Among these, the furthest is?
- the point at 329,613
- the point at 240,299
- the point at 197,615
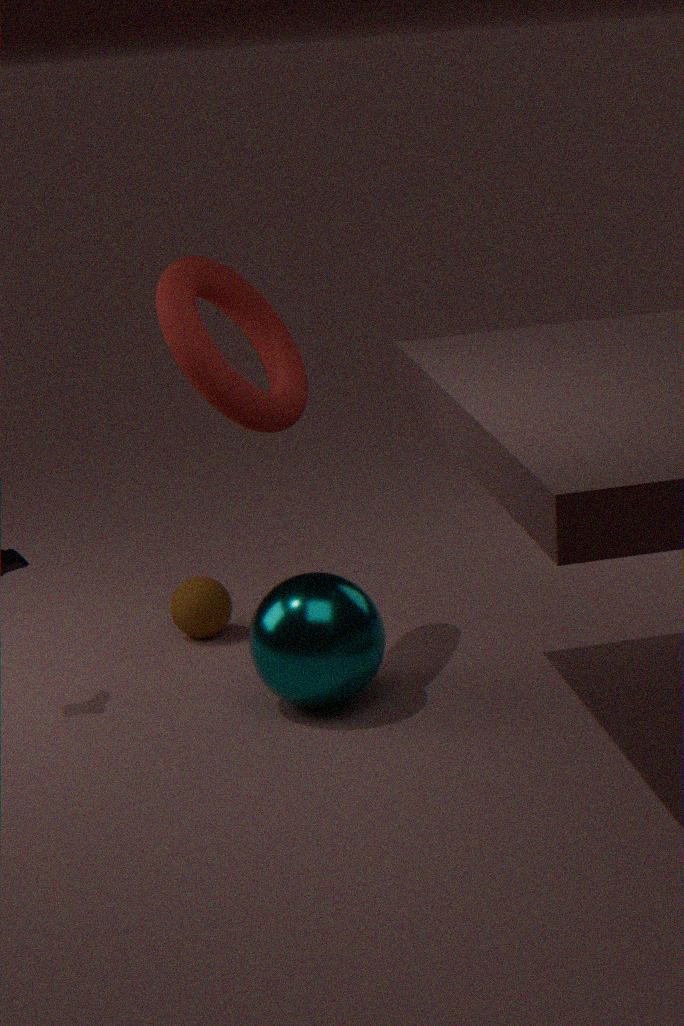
the point at 197,615
